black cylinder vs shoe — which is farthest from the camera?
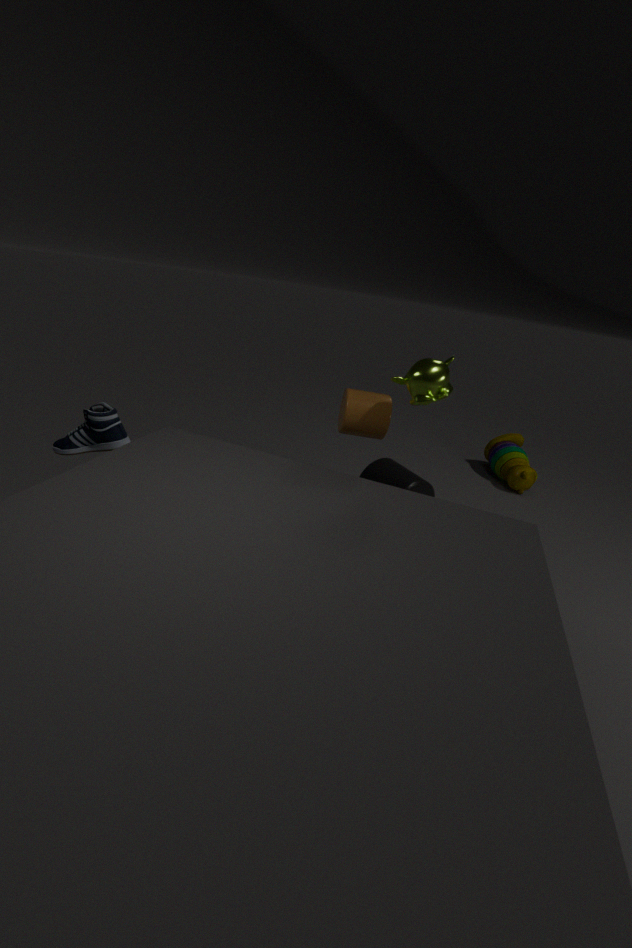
black cylinder
